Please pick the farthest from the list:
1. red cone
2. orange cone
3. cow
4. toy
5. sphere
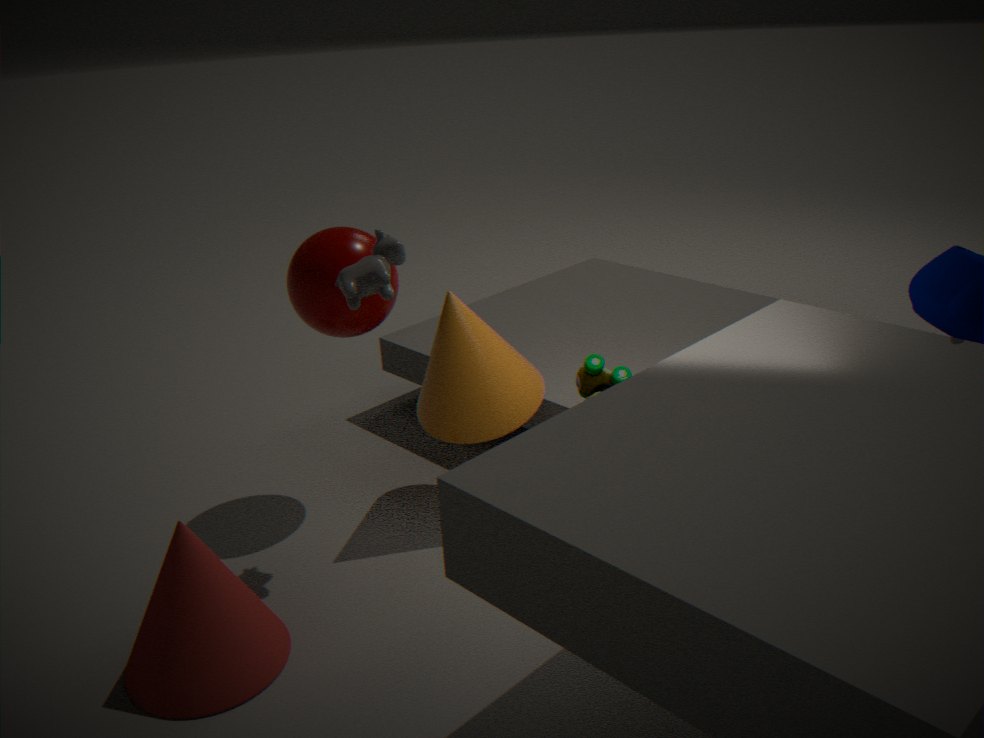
sphere
